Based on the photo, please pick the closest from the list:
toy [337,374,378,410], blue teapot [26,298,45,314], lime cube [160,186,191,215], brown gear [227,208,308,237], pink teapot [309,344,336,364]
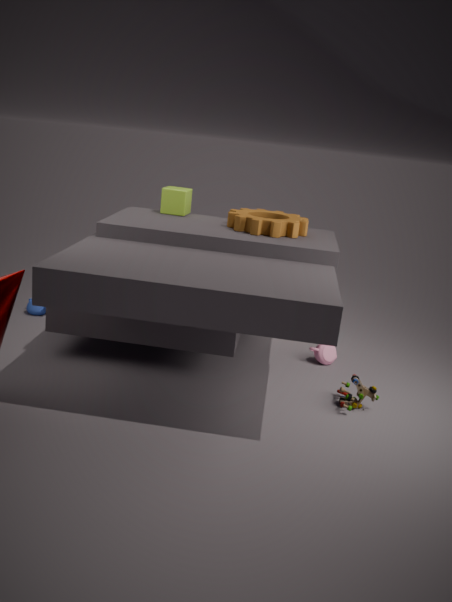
toy [337,374,378,410]
